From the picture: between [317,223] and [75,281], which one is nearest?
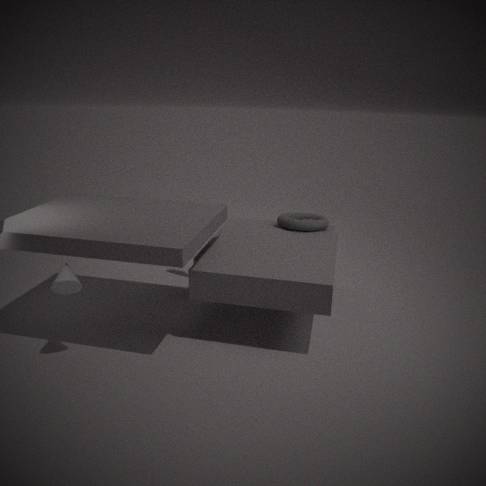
[75,281]
